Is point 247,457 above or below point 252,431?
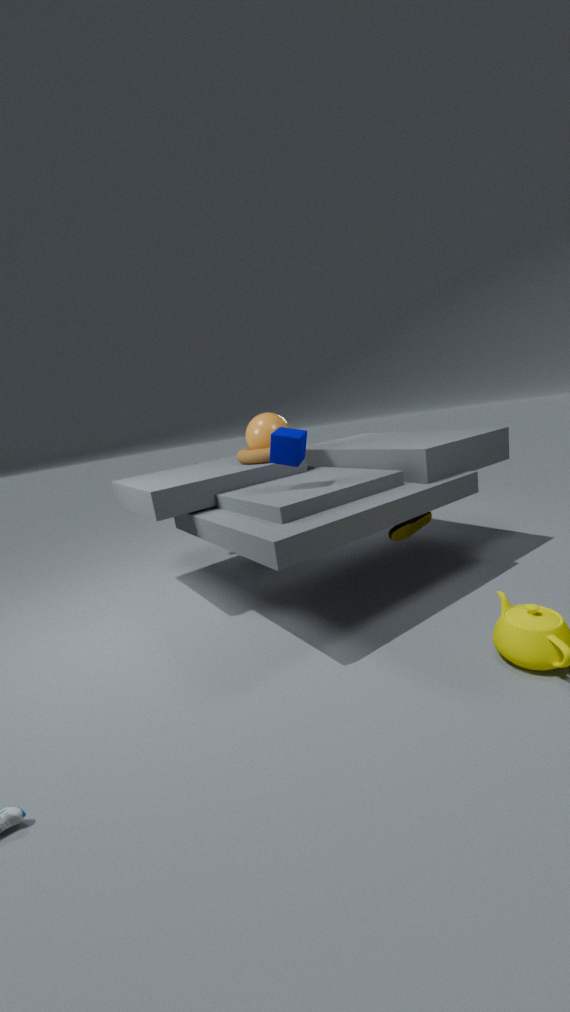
below
